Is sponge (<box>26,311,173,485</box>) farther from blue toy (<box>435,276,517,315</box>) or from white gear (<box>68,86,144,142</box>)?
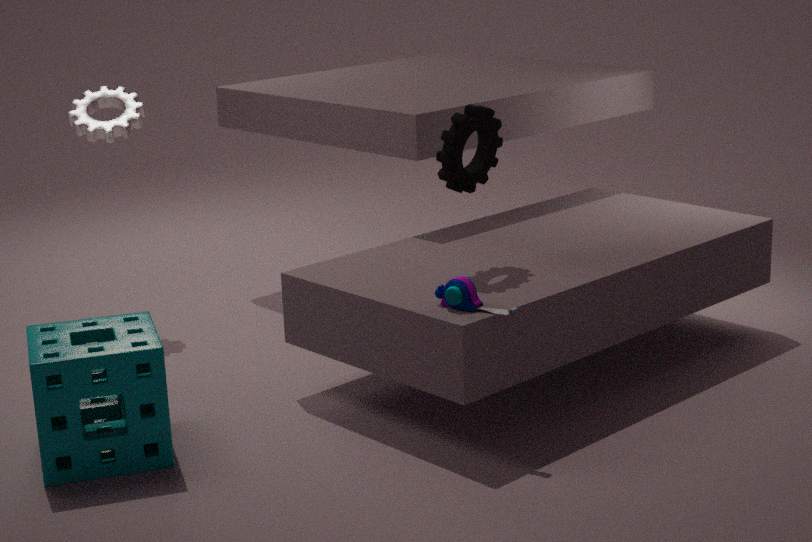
white gear (<box>68,86,144,142</box>)
